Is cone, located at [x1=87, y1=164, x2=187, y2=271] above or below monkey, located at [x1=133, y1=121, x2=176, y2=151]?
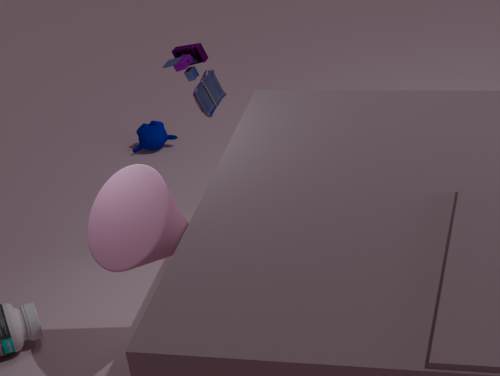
above
